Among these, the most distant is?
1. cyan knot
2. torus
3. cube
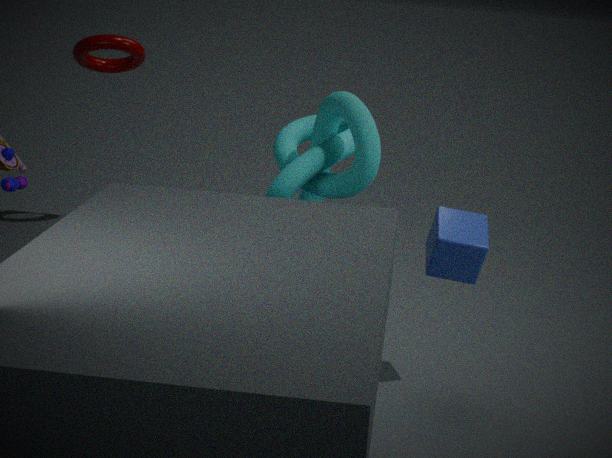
torus
